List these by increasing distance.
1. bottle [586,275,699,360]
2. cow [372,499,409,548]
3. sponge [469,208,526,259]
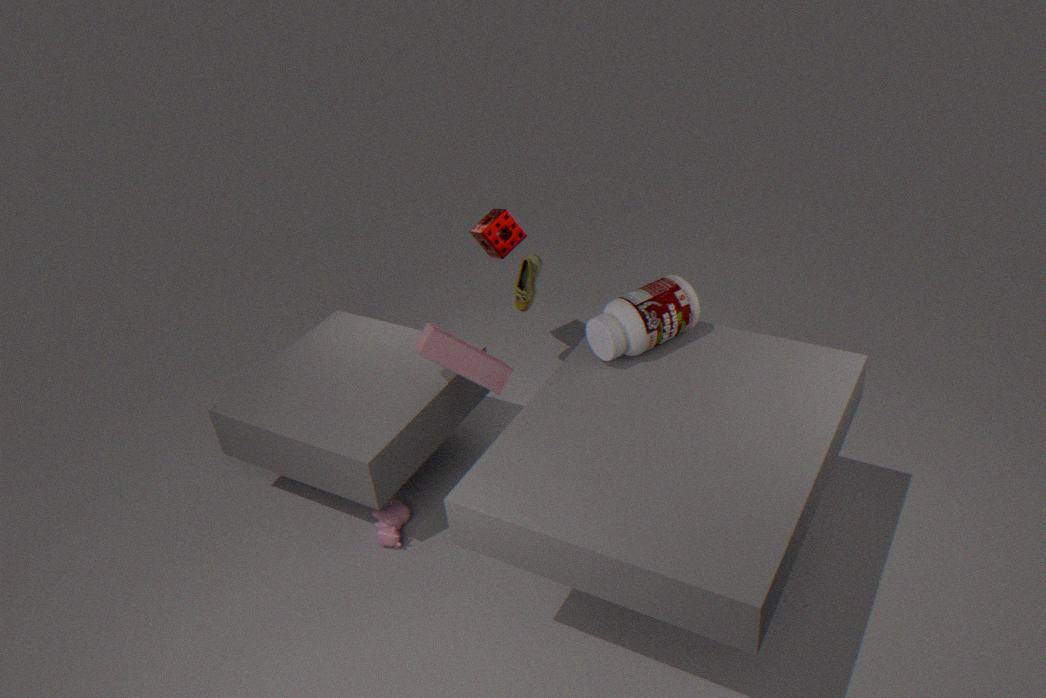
bottle [586,275,699,360]
cow [372,499,409,548]
sponge [469,208,526,259]
